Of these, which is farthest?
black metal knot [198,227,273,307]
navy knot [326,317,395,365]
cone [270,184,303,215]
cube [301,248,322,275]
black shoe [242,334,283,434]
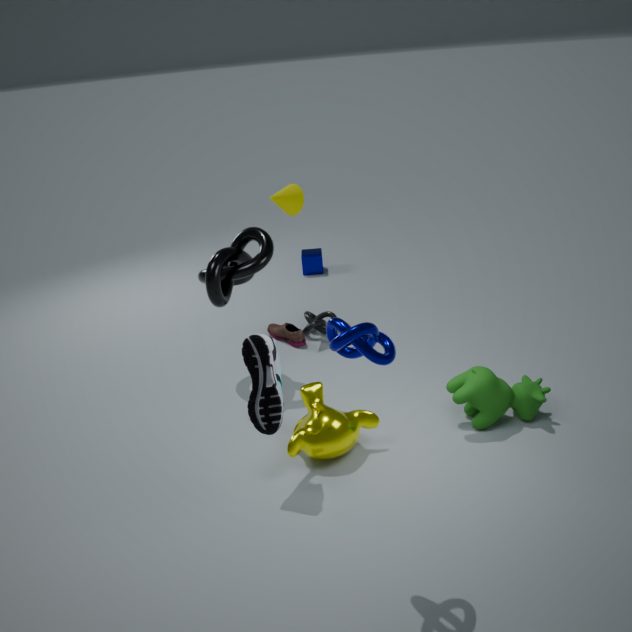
cube [301,248,322,275]
